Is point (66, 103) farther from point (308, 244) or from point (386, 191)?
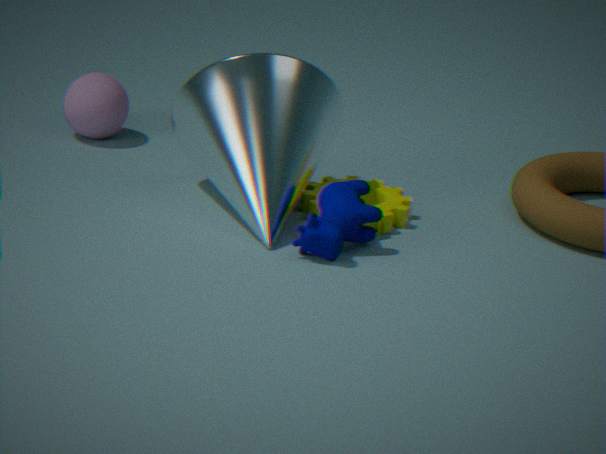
point (308, 244)
